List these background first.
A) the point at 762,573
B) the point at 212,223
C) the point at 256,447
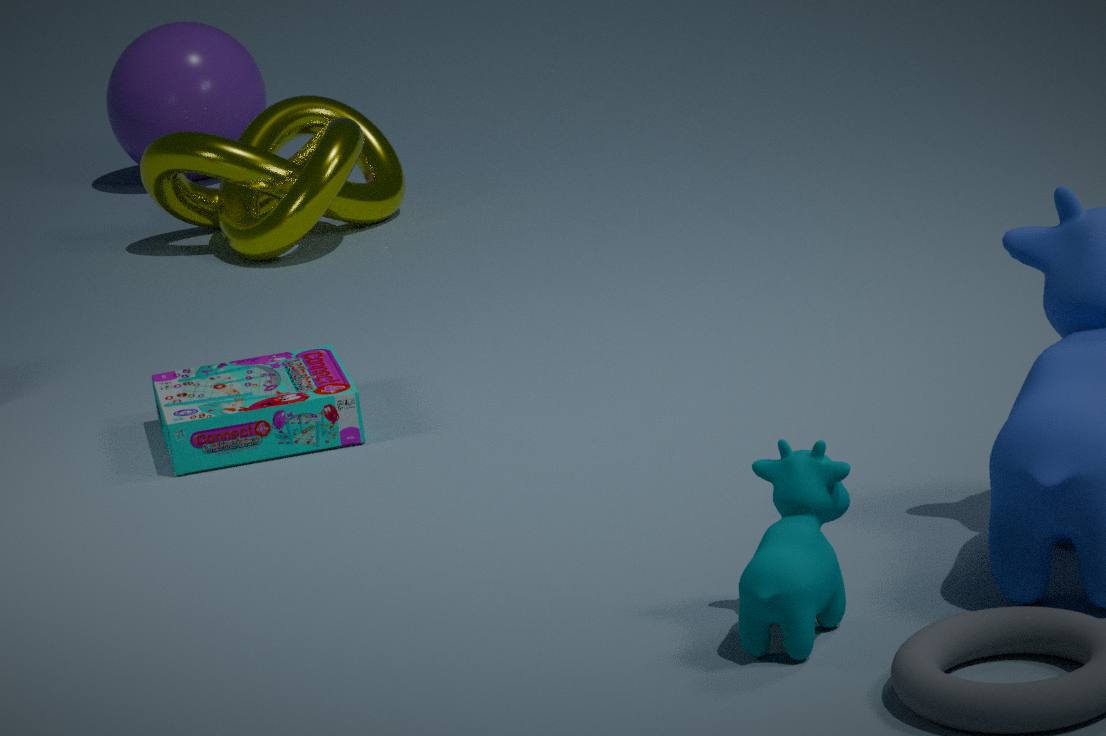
1. the point at 212,223
2. the point at 256,447
3. the point at 762,573
